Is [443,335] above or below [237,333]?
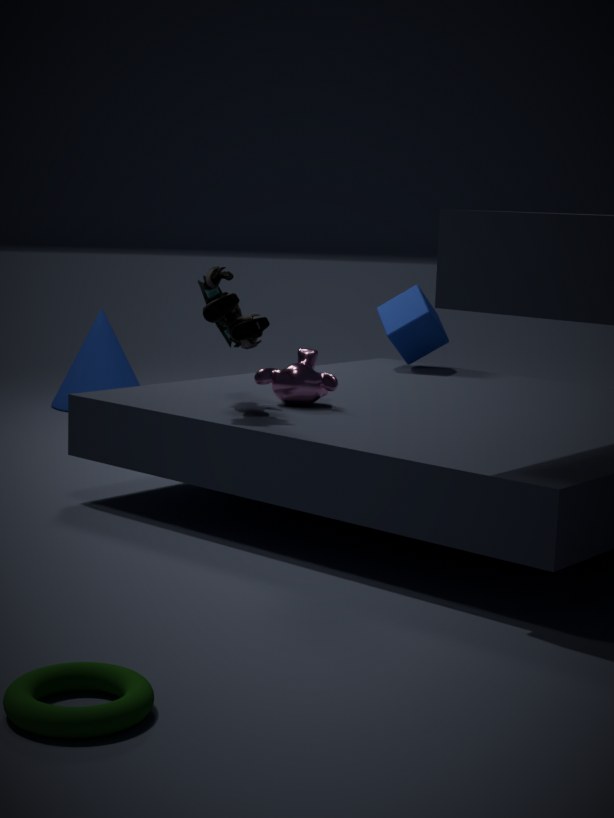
below
